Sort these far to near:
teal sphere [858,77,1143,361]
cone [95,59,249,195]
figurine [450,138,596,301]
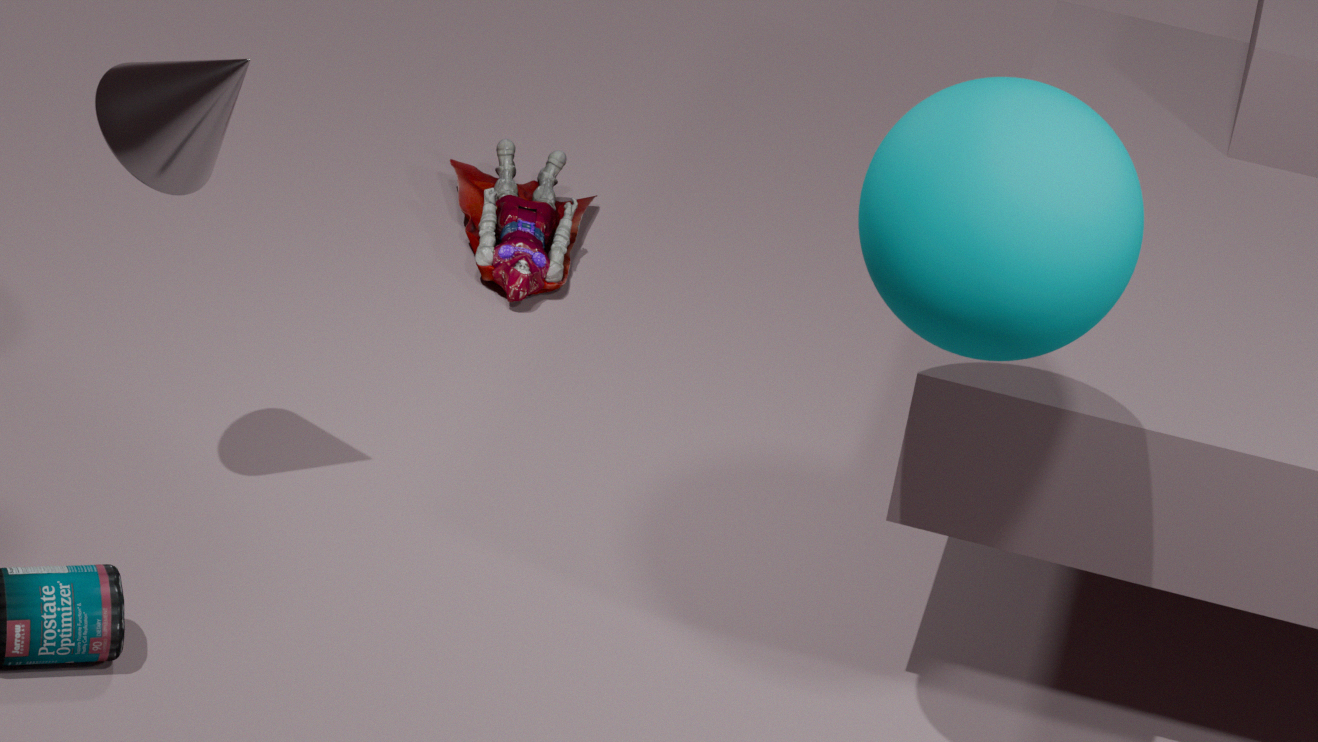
figurine [450,138,596,301]
cone [95,59,249,195]
teal sphere [858,77,1143,361]
